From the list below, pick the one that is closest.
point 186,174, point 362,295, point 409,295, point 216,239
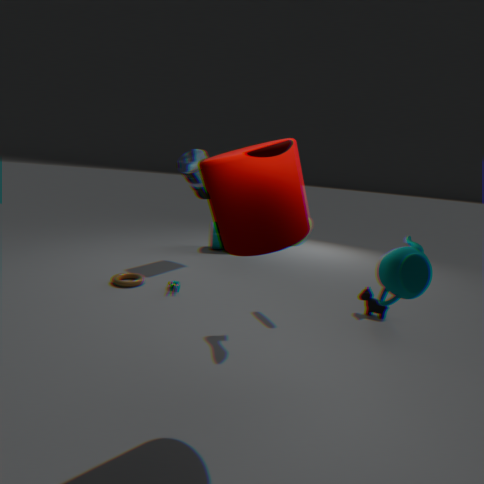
point 409,295
